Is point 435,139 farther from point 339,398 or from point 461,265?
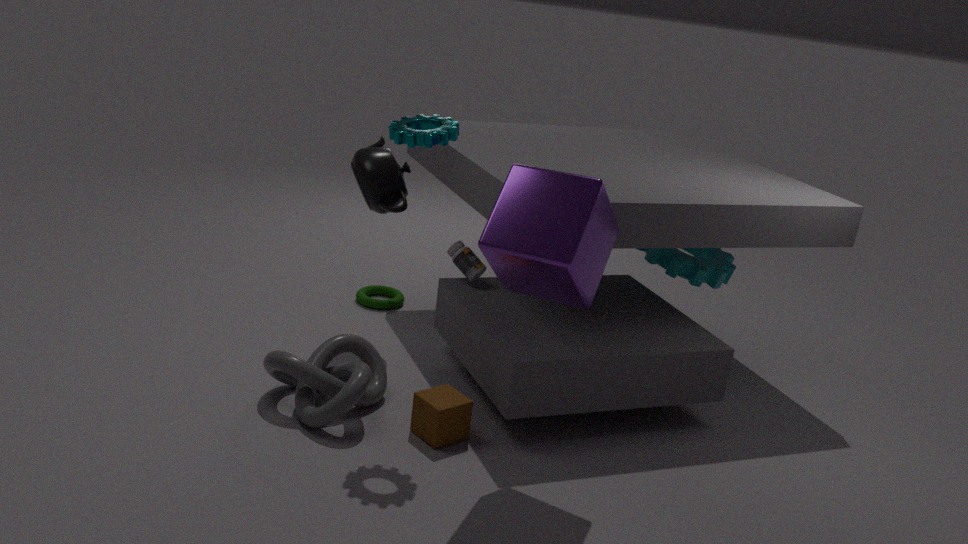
point 339,398
